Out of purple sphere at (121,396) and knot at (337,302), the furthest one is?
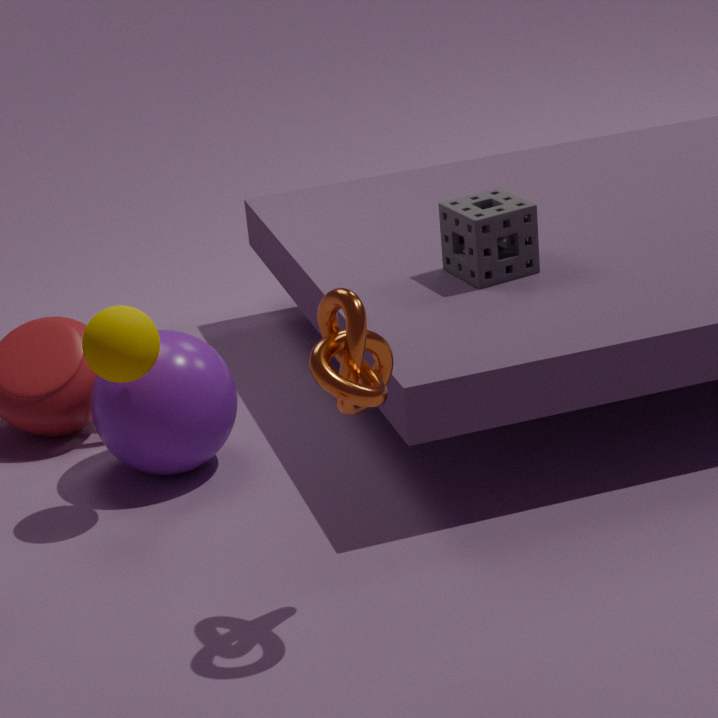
purple sphere at (121,396)
